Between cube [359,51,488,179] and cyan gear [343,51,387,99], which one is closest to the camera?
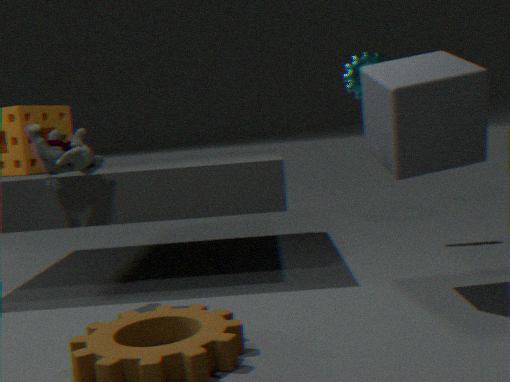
cube [359,51,488,179]
